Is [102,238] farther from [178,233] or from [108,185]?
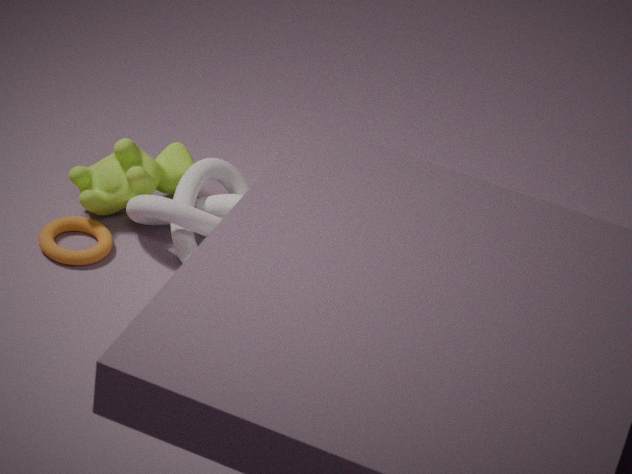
[178,233]
